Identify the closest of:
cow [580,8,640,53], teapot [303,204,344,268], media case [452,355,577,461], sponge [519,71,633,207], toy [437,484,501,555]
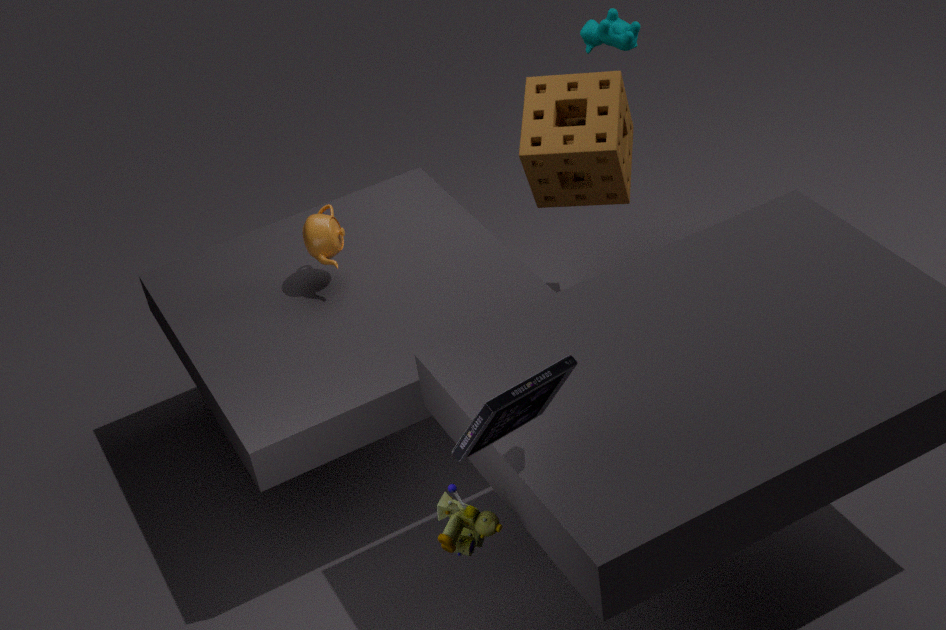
media case [452,355,577,461]
